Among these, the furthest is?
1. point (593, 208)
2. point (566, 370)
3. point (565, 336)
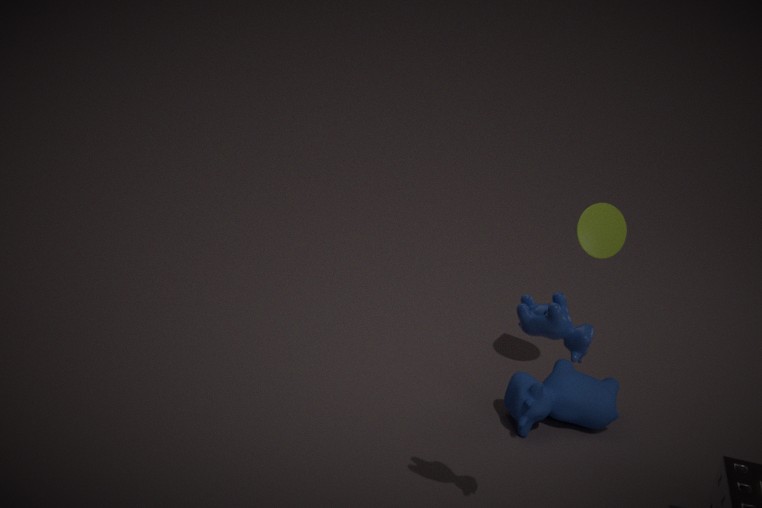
point (566, 370)
